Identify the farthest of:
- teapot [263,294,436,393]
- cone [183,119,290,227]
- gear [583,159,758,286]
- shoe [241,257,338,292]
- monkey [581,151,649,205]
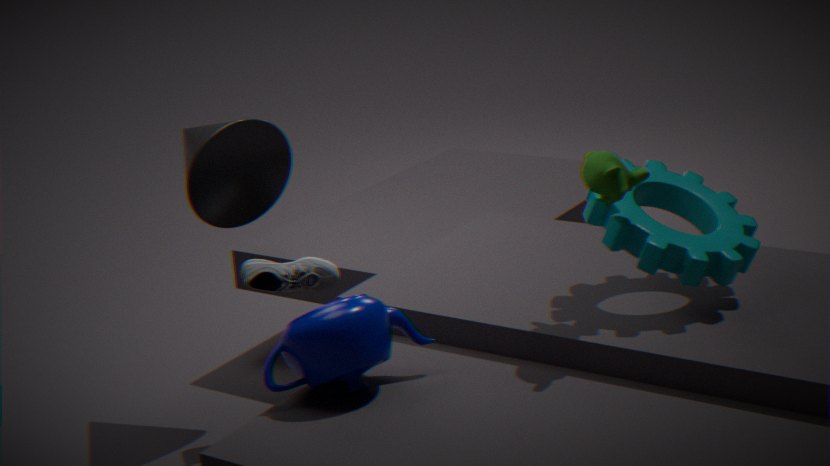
shoe [241,257,338,292]
